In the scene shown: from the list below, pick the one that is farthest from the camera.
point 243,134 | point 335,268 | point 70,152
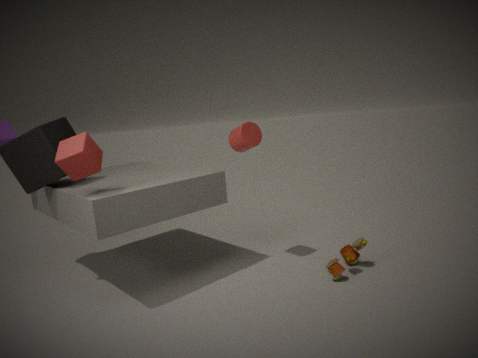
point 243,134
